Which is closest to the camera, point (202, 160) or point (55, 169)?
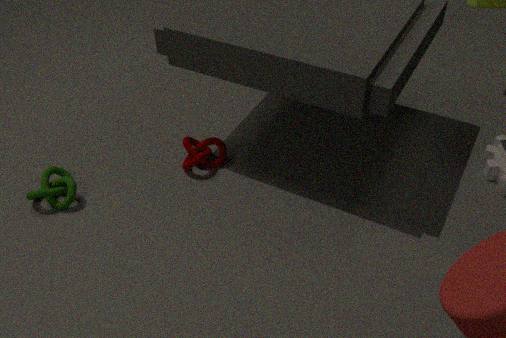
point (55, 169)
